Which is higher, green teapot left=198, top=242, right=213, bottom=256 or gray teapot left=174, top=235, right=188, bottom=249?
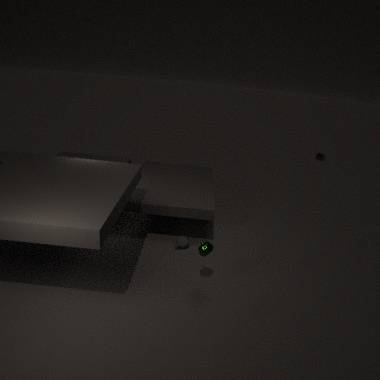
green teapot left=198, top=242, right=213, bottom=256
